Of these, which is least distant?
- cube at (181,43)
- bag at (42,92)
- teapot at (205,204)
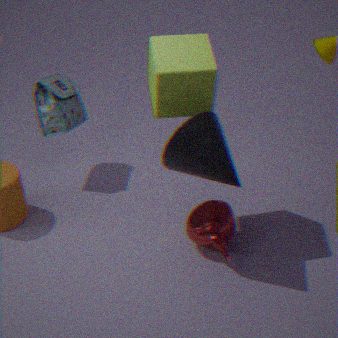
cube at (181,43)
